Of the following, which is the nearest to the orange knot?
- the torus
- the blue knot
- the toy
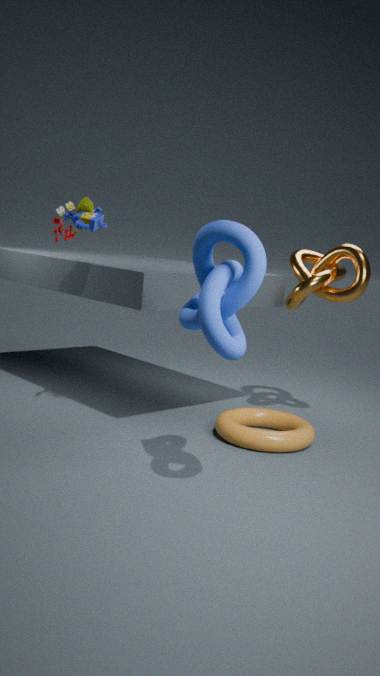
the torus
